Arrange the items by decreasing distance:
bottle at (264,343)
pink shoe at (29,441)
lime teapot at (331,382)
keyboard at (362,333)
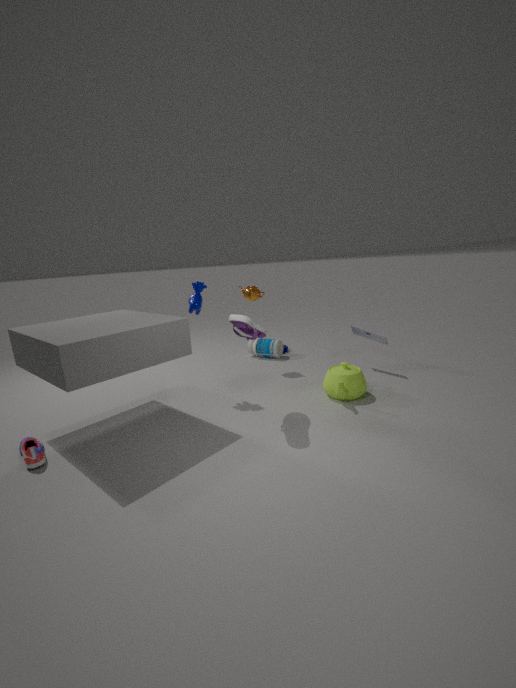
bottle at (264,343) < keyboard at (362,333) < lime teapot at (331,382) < pink shoe at (29,441)
